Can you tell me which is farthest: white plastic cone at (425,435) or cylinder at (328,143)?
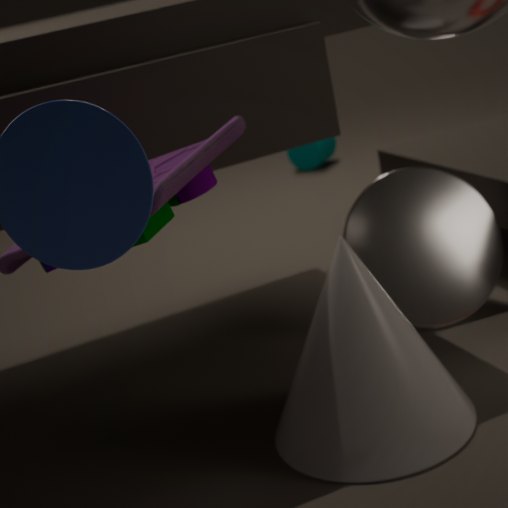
cylinder at (328,143)
